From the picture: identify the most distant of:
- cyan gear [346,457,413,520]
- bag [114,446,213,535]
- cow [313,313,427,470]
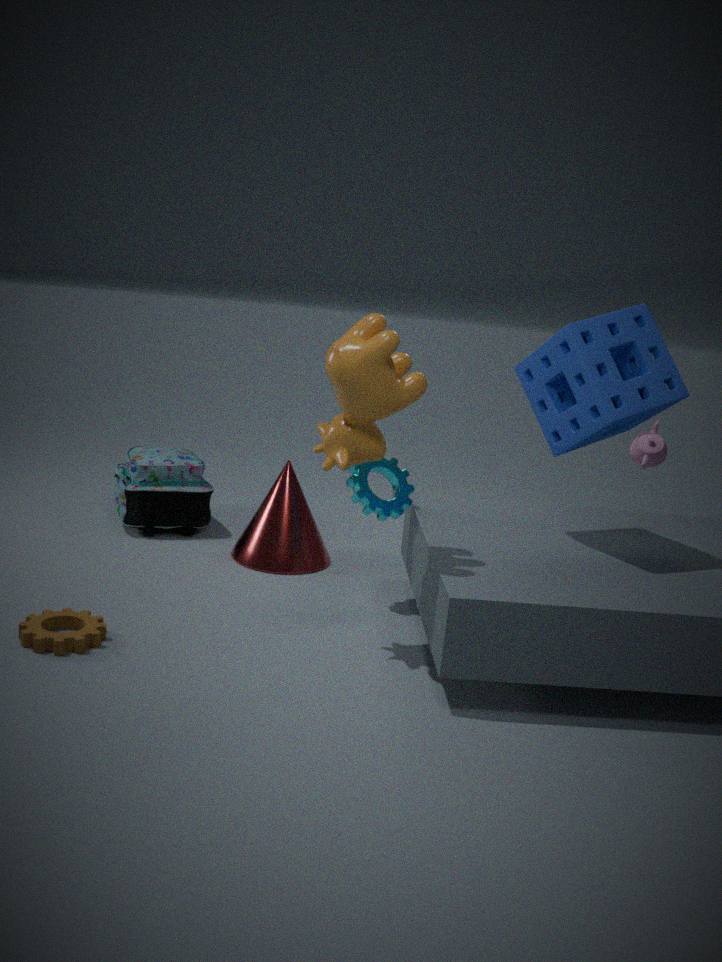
bag [114,446,213,535]
